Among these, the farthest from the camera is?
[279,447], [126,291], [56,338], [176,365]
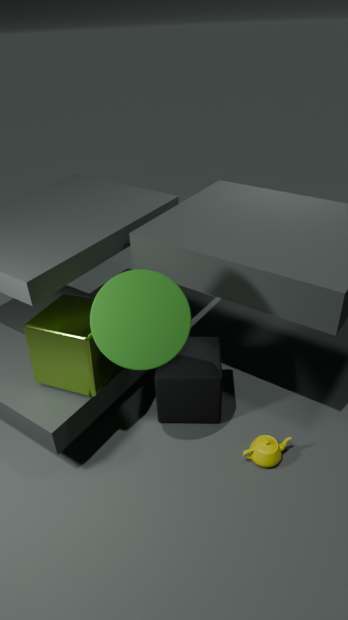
[176,365]
